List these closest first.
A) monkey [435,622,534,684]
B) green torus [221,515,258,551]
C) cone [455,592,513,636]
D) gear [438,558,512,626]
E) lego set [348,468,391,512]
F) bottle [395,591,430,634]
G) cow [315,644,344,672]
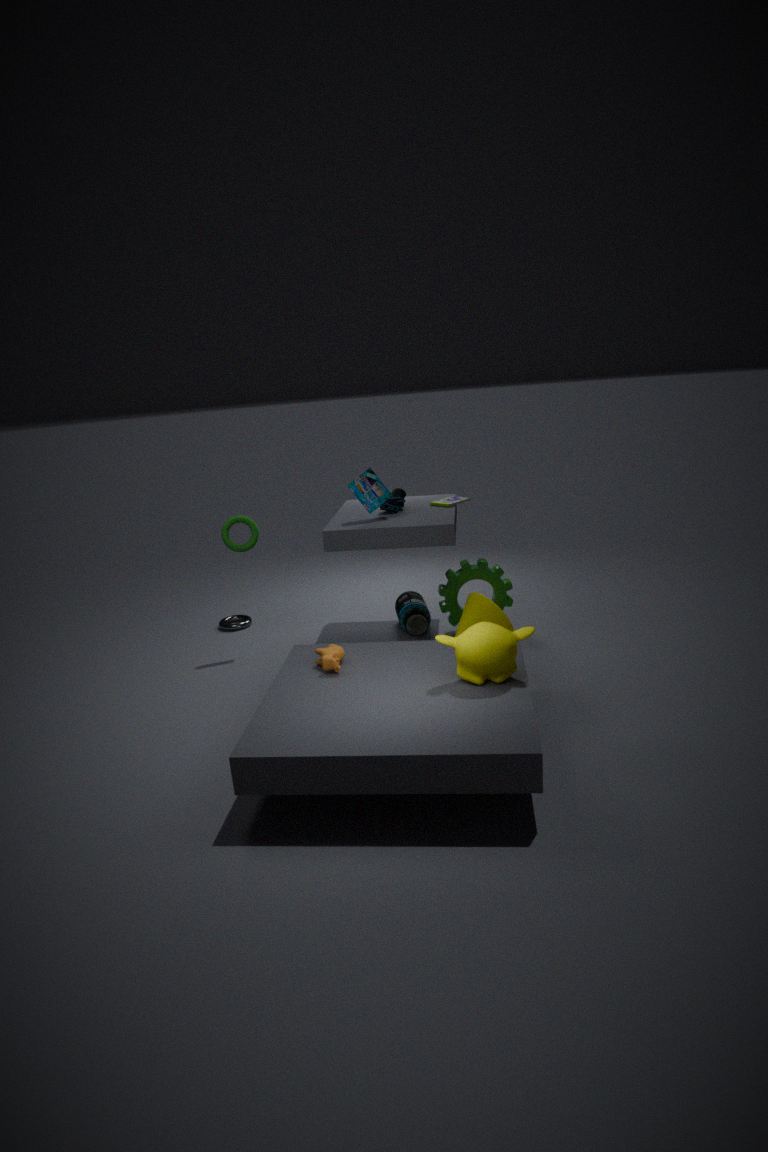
1. monkey [435,622,534,684]
2. cow [315,644,344,672]
3. cone [455,592,513,636]
4. lego set [348,468,391,512]
5. gear [438,558,512,626]
6. green torus [221,515,258,551]
7. bottle [395,591,430,634]
